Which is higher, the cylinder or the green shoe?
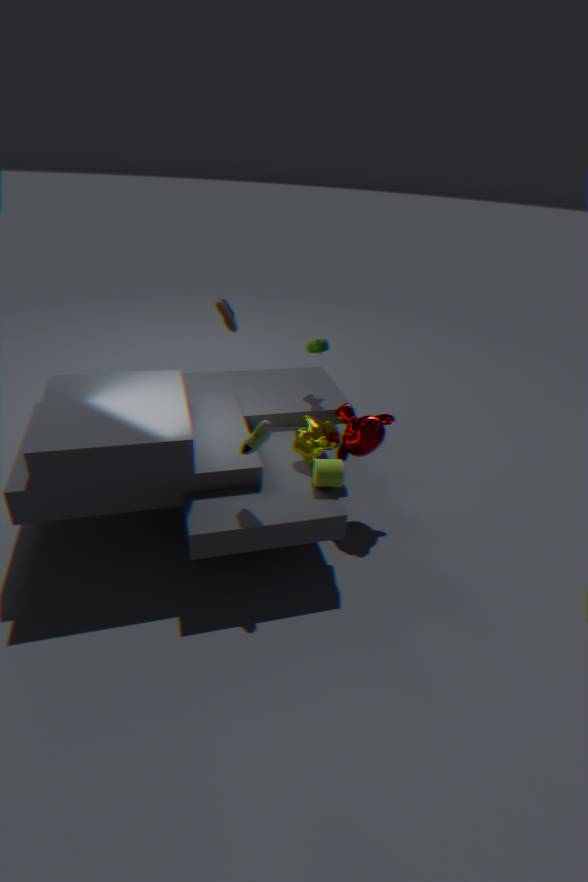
the green shoe
